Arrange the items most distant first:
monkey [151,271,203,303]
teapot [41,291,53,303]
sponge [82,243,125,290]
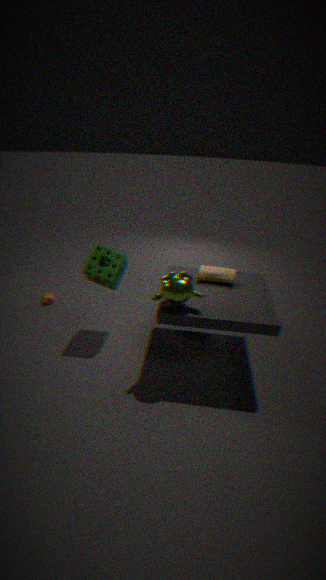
1. teapot [41,291,53,303]
2. sponge [82,243,125,290]
3. monkey [151,271,203,303]
